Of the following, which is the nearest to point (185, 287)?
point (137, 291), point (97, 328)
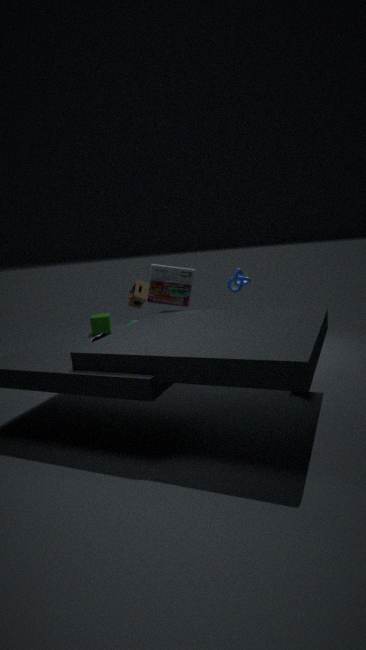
point (137, 291)
